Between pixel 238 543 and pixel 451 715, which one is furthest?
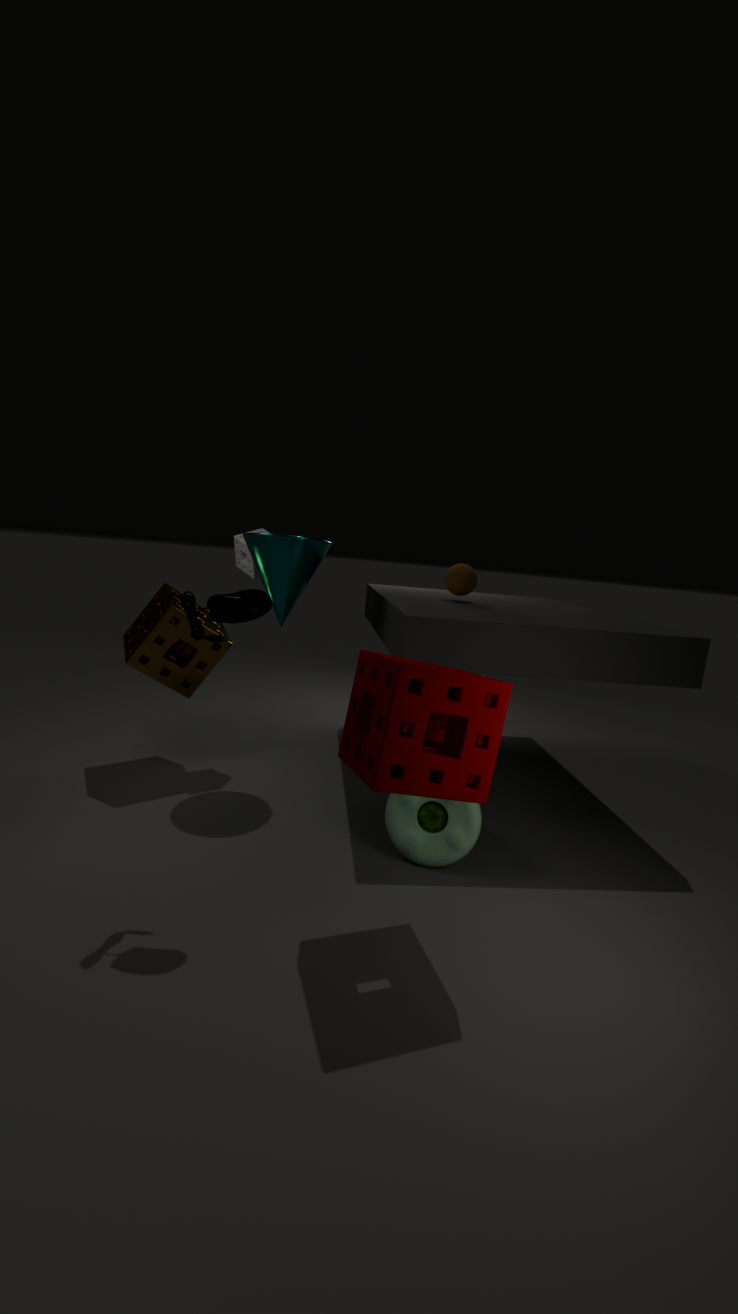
pixel 238 543
